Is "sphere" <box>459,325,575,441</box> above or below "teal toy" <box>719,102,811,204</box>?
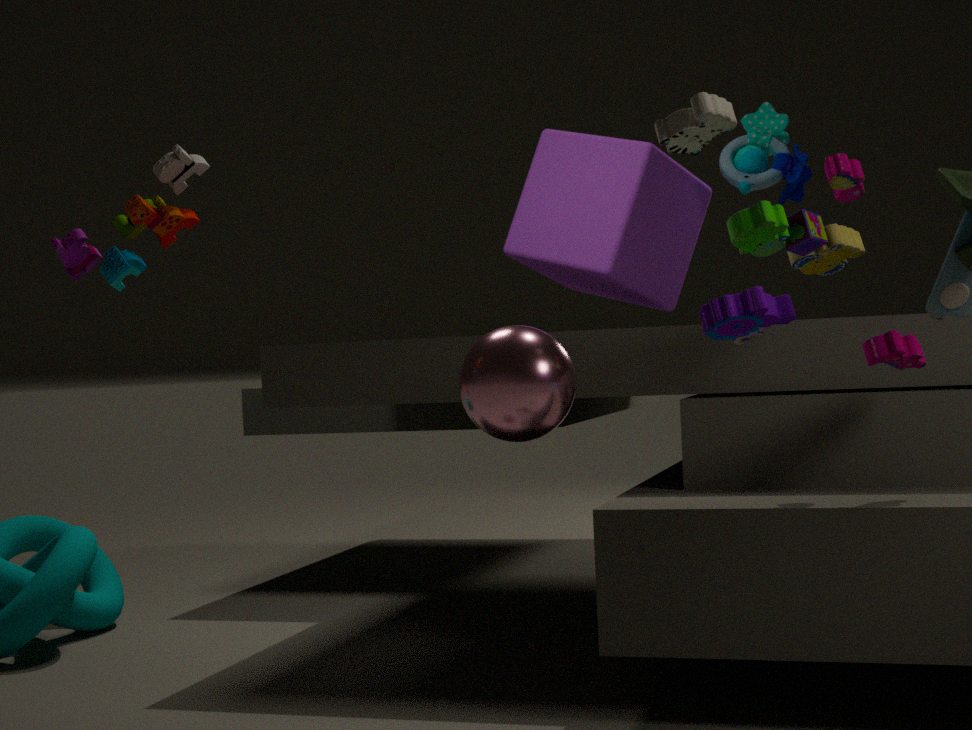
below
